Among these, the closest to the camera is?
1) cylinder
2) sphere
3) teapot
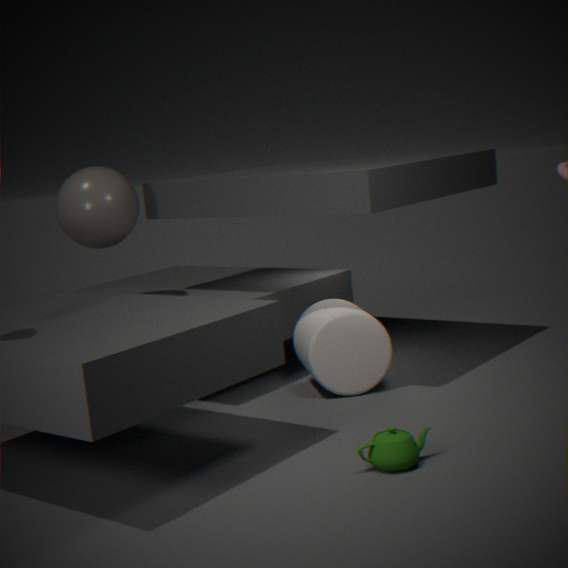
3. teapot
